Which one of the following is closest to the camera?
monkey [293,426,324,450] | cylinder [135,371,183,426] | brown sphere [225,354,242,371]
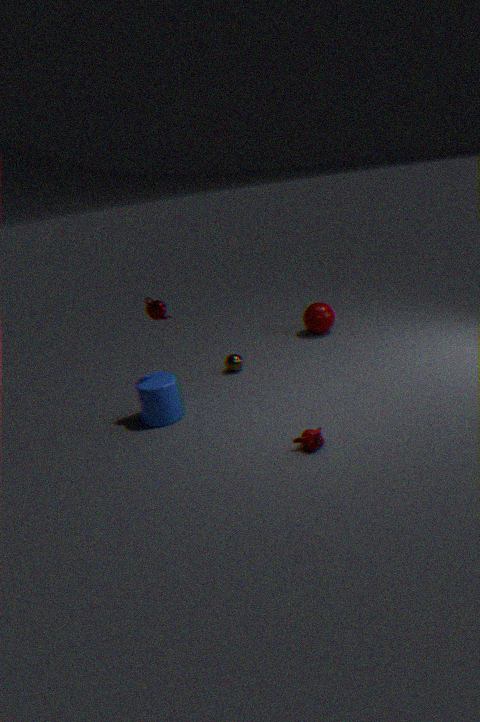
monkey [293,426,324,450]
